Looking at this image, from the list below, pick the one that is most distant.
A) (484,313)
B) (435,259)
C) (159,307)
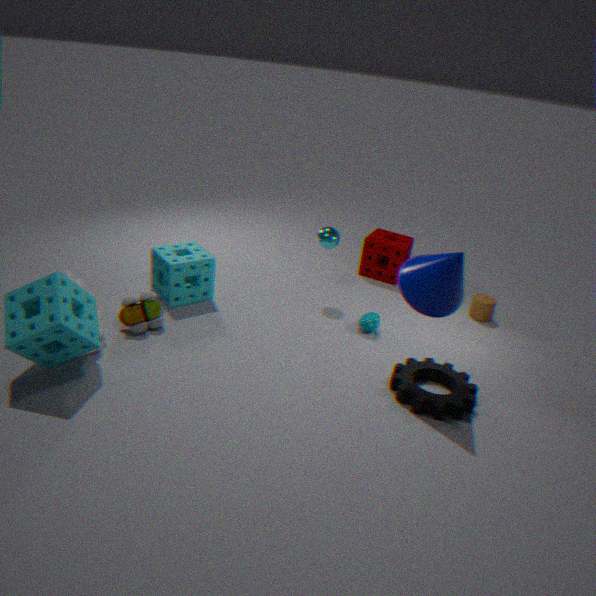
(484,313)
